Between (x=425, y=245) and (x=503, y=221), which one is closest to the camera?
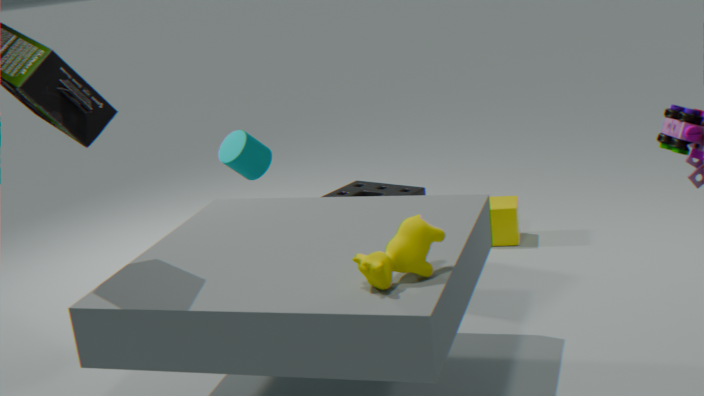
(x=425, y=245)
